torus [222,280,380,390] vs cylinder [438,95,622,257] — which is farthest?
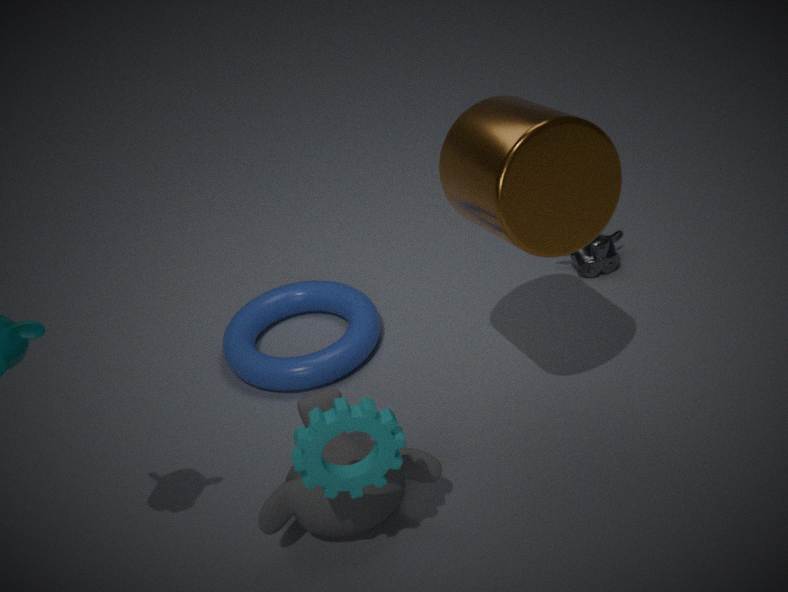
torus [222,280,380,390]
